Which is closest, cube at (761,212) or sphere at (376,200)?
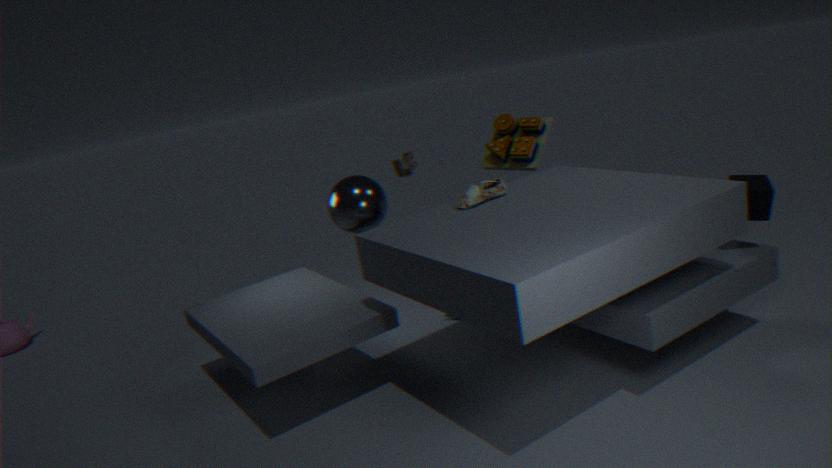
cube at (761,212)
